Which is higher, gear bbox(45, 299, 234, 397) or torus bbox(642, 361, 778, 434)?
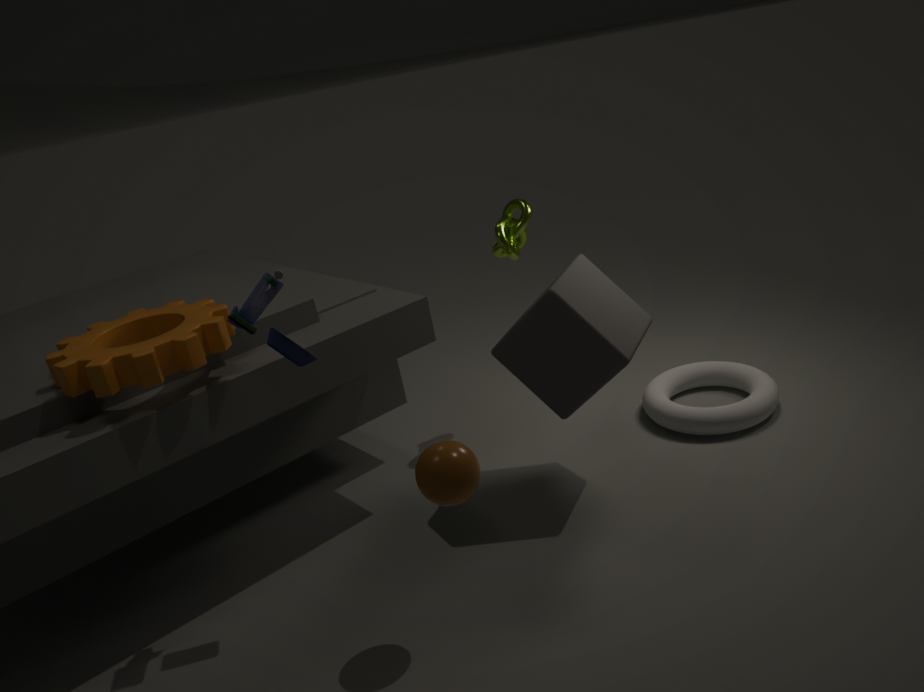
gear bbox(45, 299, 234, 397)
